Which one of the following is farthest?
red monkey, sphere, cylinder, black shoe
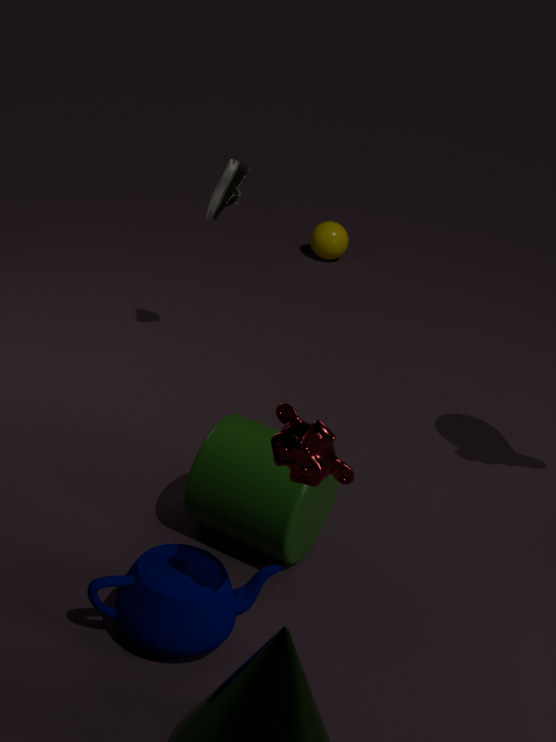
sphere
